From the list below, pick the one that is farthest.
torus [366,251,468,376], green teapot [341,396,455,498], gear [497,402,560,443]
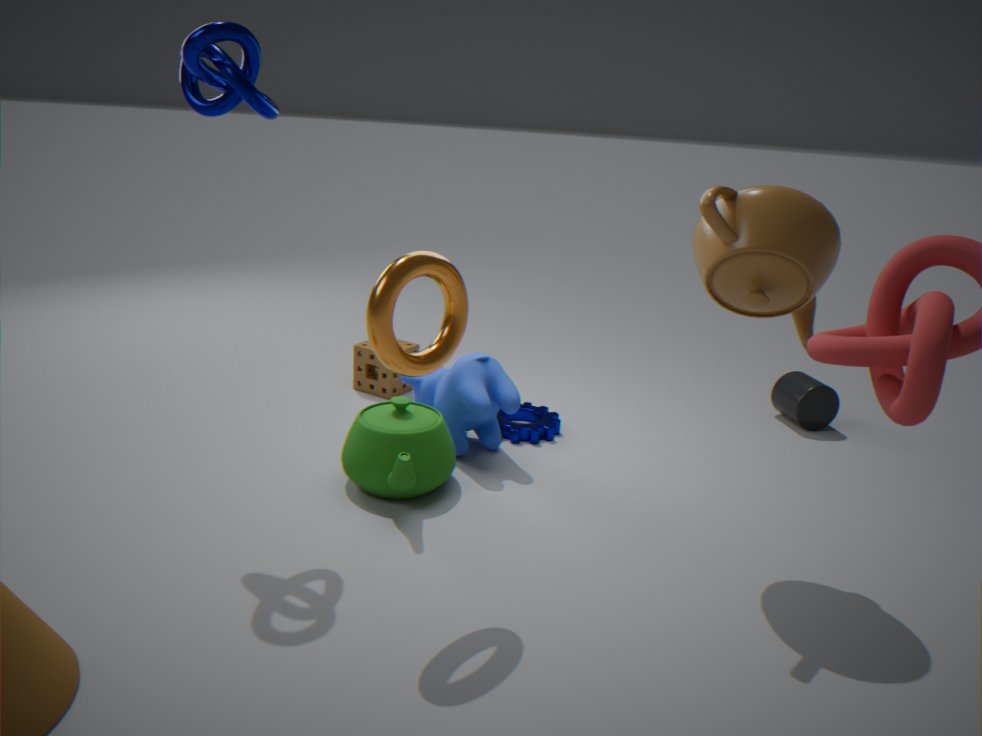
gear [497,402,560,443]
